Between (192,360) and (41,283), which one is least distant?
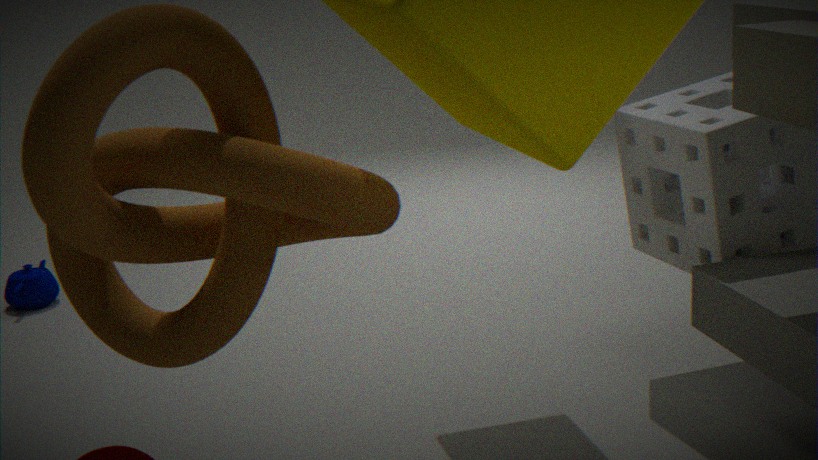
(192,360)
